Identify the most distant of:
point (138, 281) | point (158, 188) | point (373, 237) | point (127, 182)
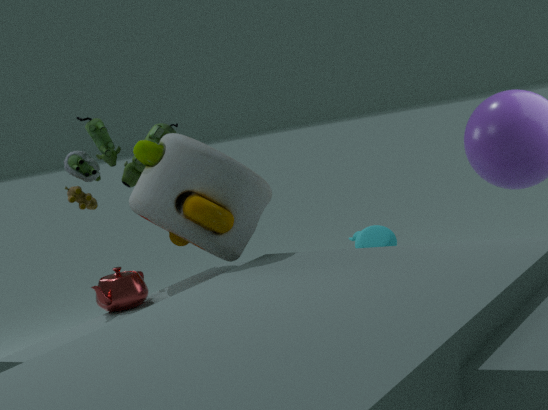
point (373, 237)
